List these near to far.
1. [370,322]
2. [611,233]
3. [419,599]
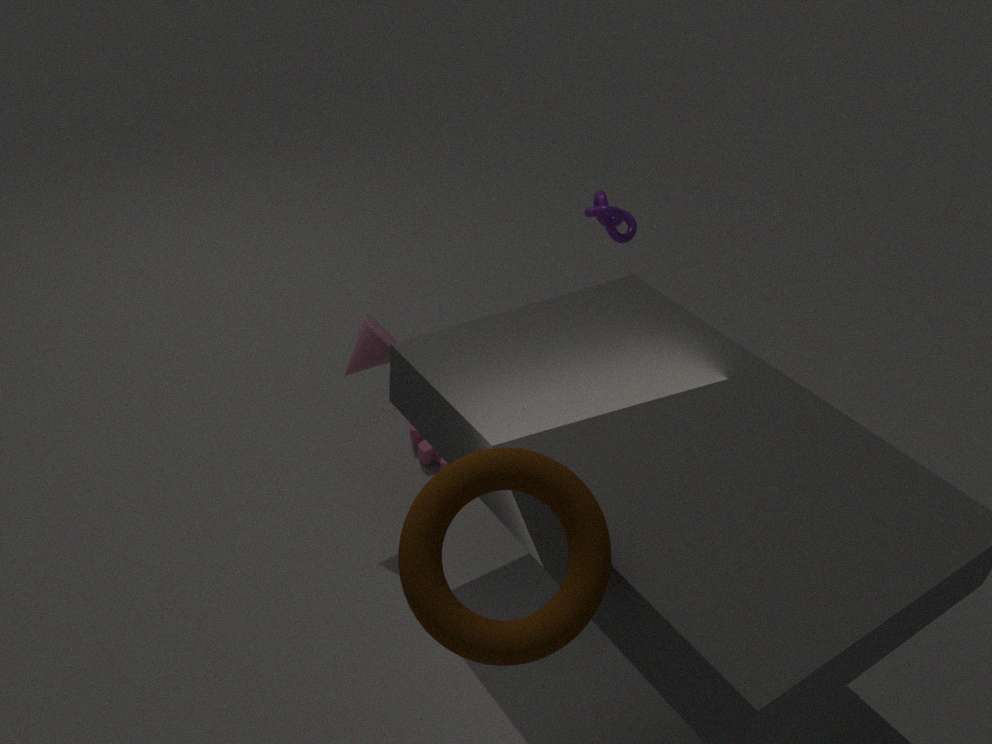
[419,599], [370,322], [611,233]
